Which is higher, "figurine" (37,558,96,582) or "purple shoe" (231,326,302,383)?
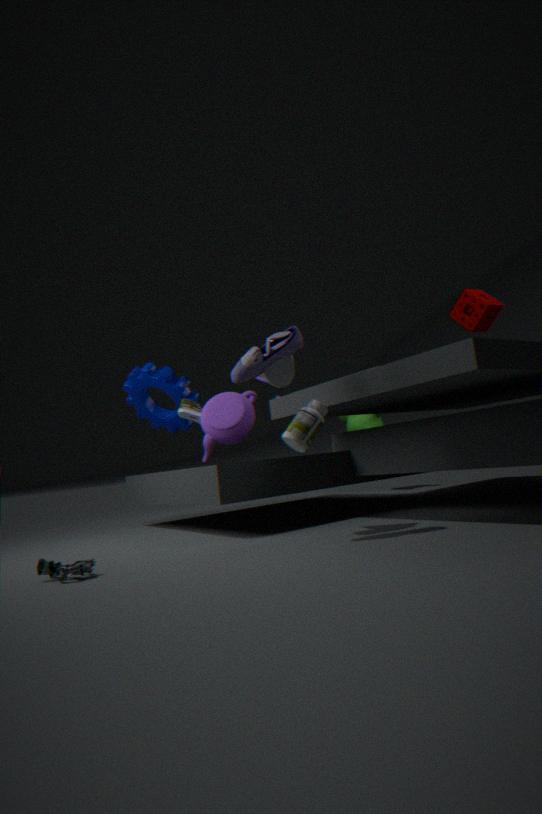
"purple shoe" (231,326,302,383)
